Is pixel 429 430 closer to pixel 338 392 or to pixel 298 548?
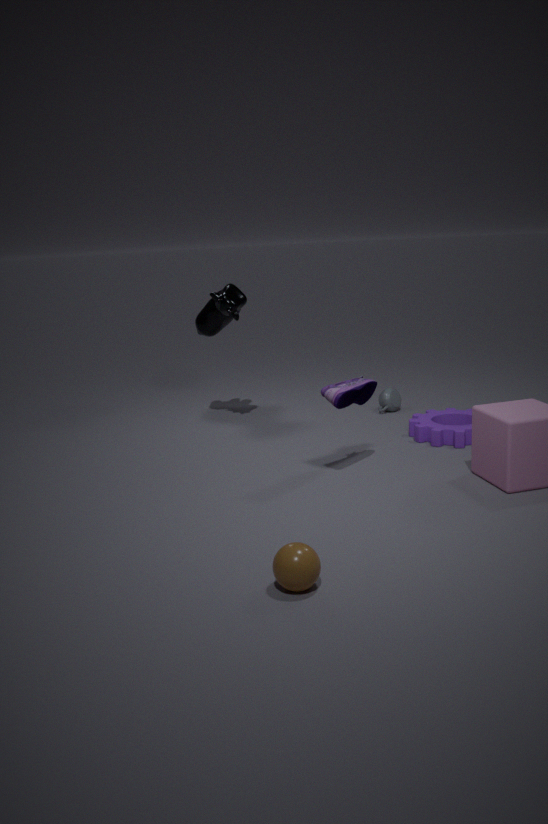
pixel 338 392
